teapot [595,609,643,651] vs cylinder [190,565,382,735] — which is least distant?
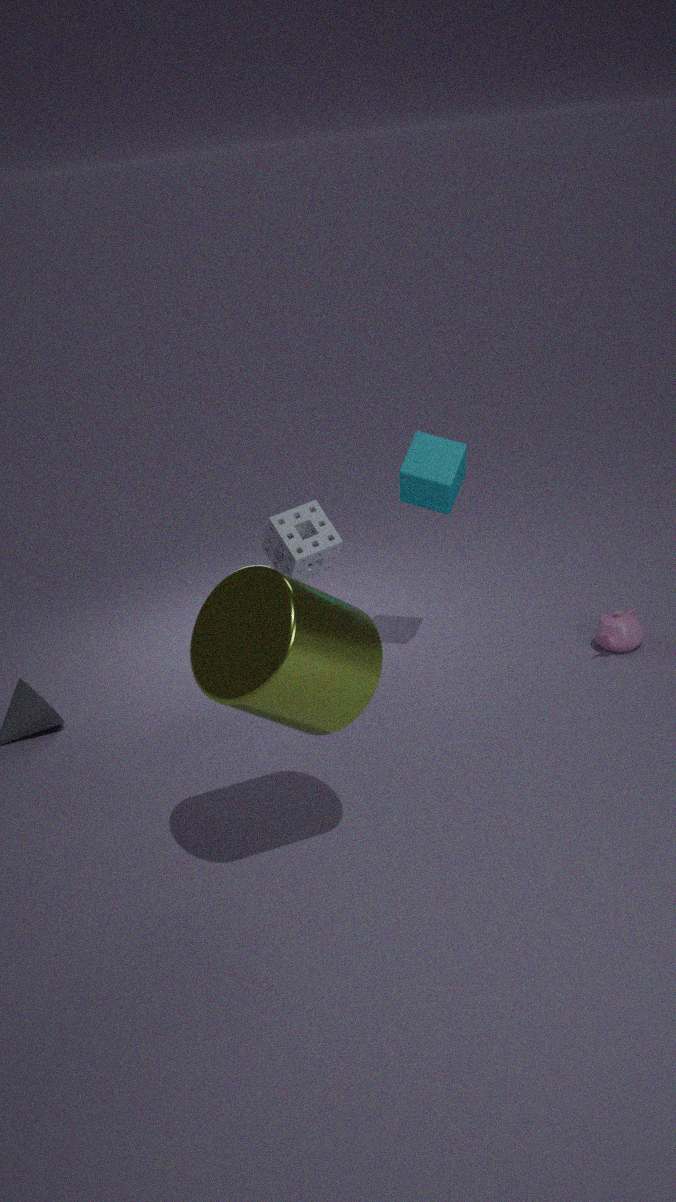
cylinder [190,565,382,735]
